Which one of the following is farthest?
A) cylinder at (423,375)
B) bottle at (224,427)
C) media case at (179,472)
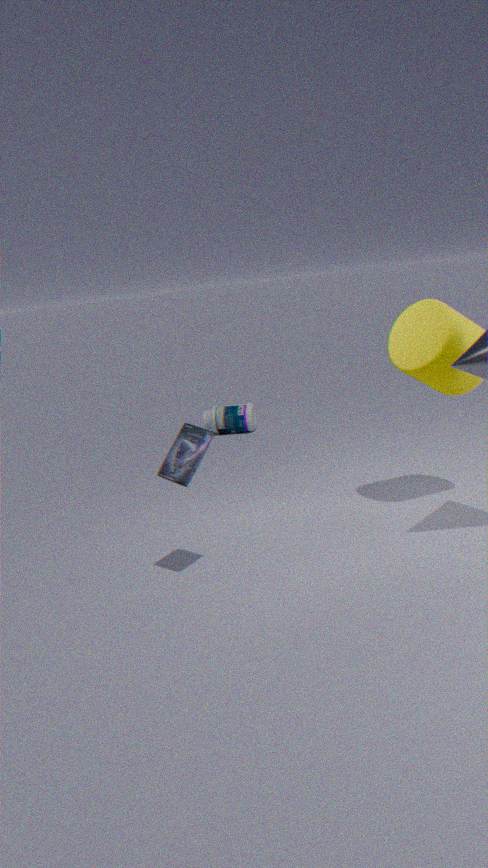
bottle at (224,427)
